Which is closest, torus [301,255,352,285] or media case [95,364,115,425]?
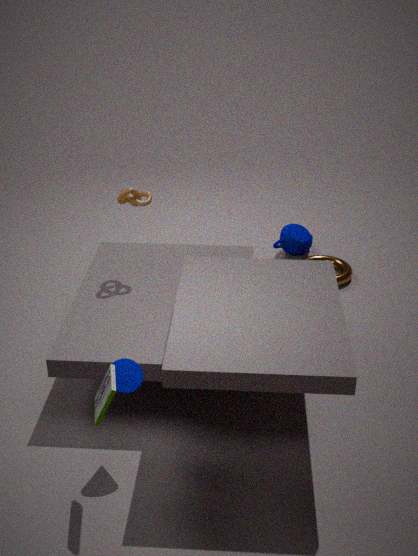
media case [95,364,115,425]
